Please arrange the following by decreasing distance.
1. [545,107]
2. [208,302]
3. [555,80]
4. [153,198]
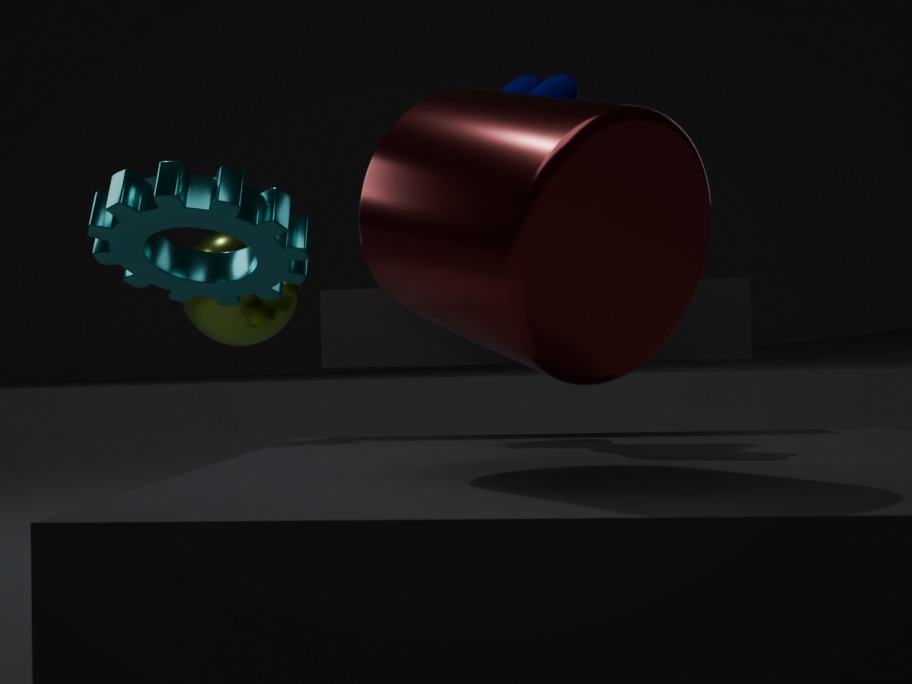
[208,302] → [153,198] → [555,80] → [545,107]
